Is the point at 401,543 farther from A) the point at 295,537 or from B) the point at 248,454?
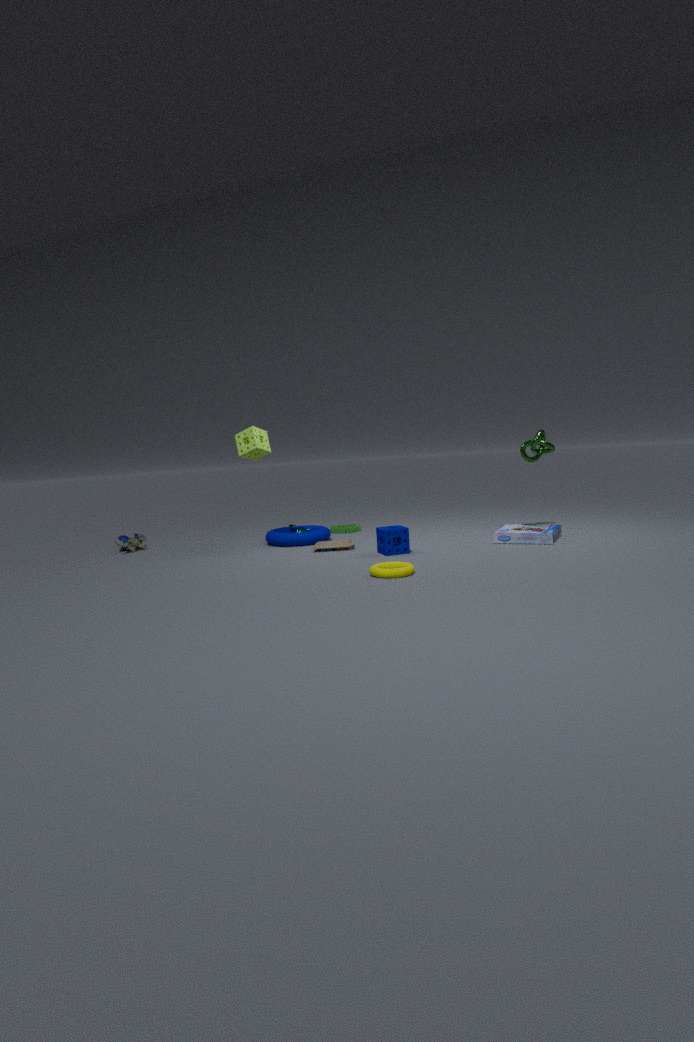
B) the point at 248,454
